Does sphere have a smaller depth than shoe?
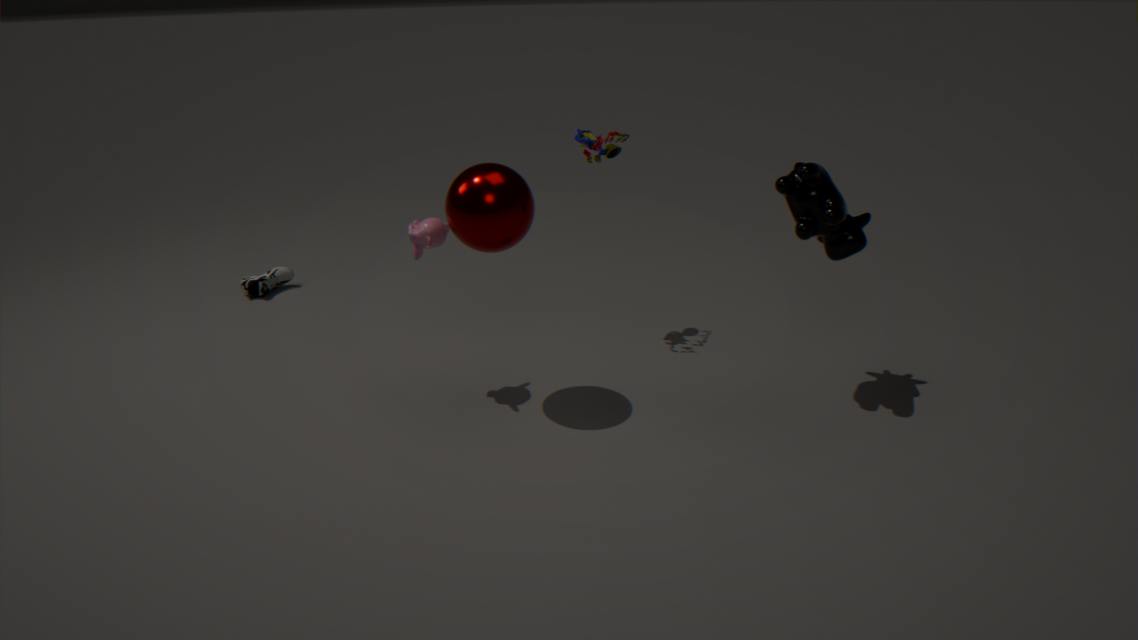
Yes
